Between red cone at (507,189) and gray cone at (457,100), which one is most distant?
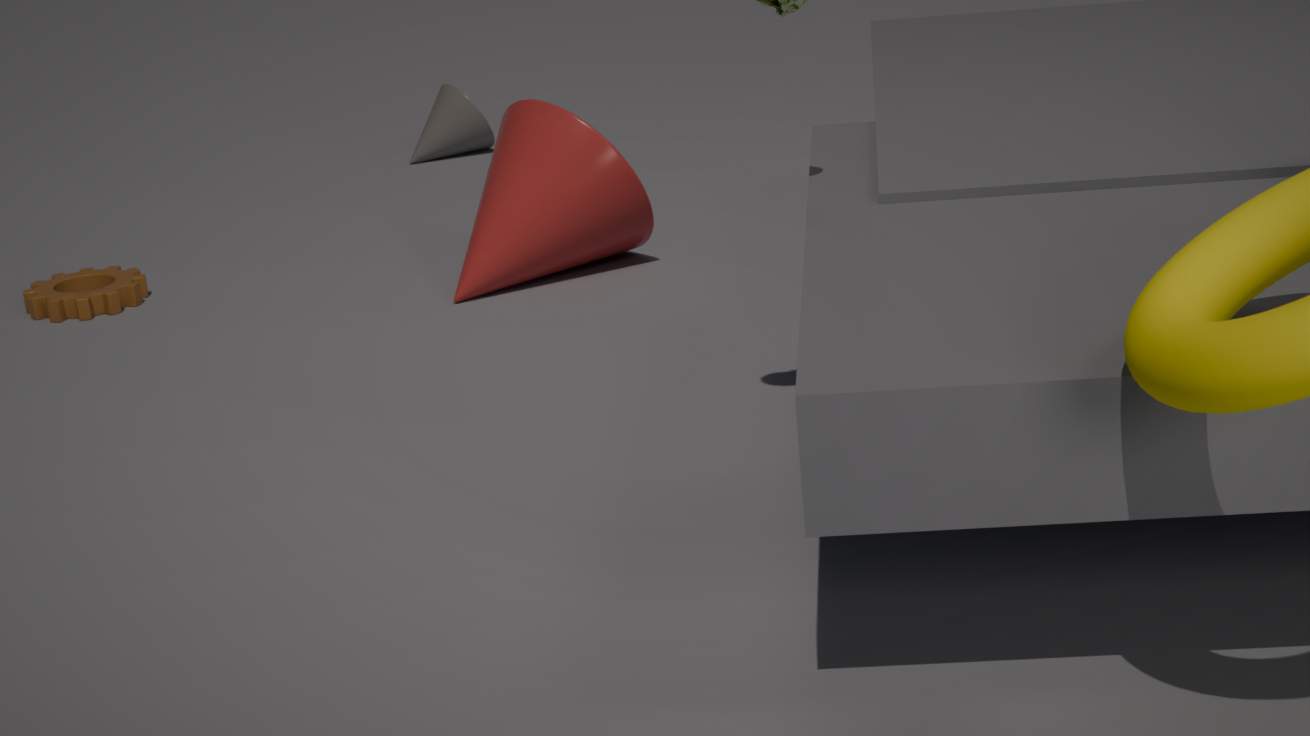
gray cone at (457,100)
